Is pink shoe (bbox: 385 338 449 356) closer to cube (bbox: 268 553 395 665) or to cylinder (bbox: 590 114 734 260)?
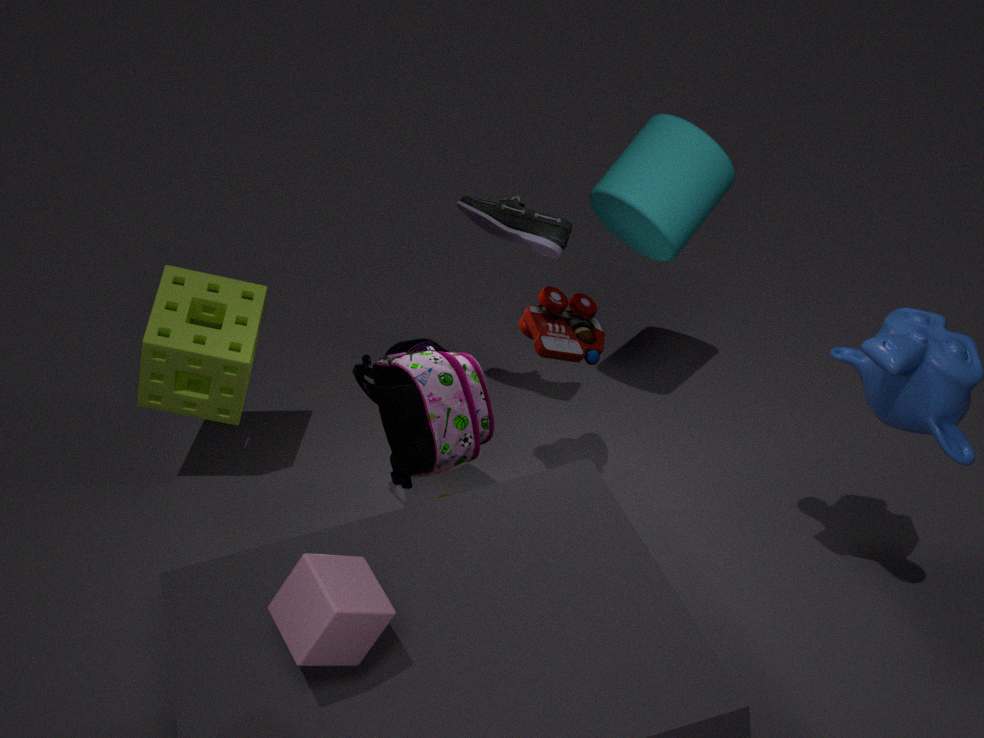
cylinder (bbox: 590 114 734 260)
